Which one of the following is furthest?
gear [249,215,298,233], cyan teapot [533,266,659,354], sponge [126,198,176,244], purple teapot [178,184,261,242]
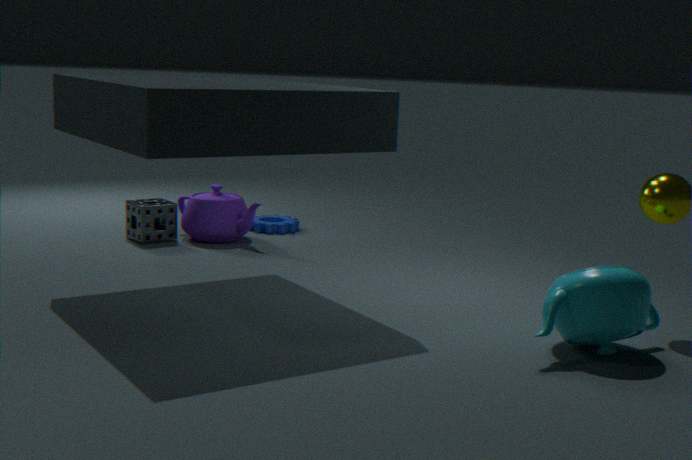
gear [249,215,298,233]
